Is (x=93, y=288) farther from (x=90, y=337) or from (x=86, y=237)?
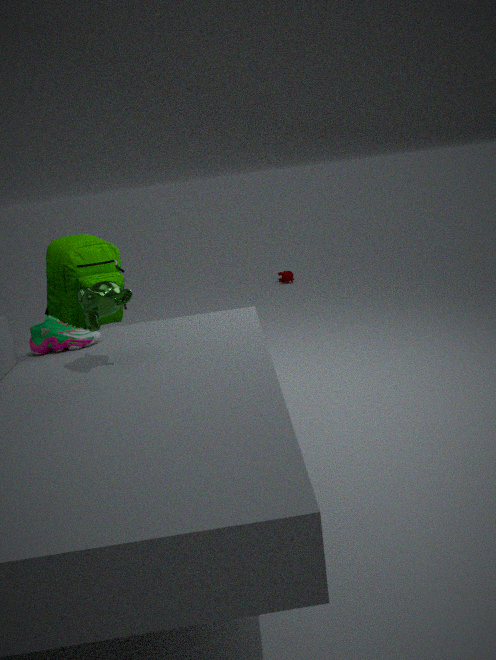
(x=86, y=237)
